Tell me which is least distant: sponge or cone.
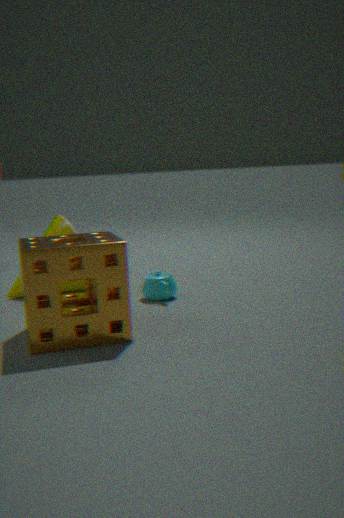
sponge
